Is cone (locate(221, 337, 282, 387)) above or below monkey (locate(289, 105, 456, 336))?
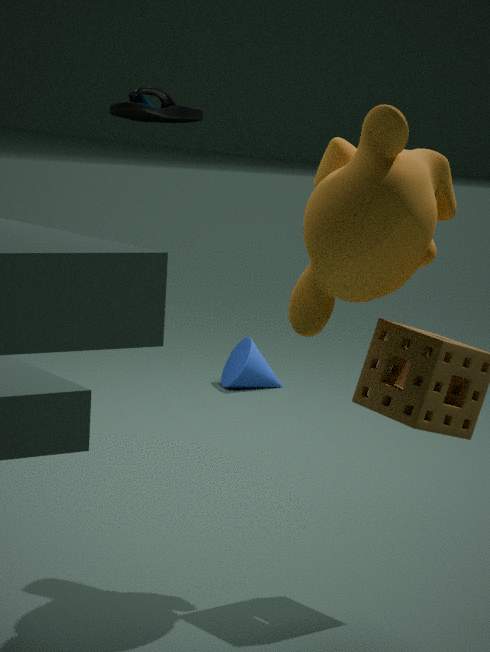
below
